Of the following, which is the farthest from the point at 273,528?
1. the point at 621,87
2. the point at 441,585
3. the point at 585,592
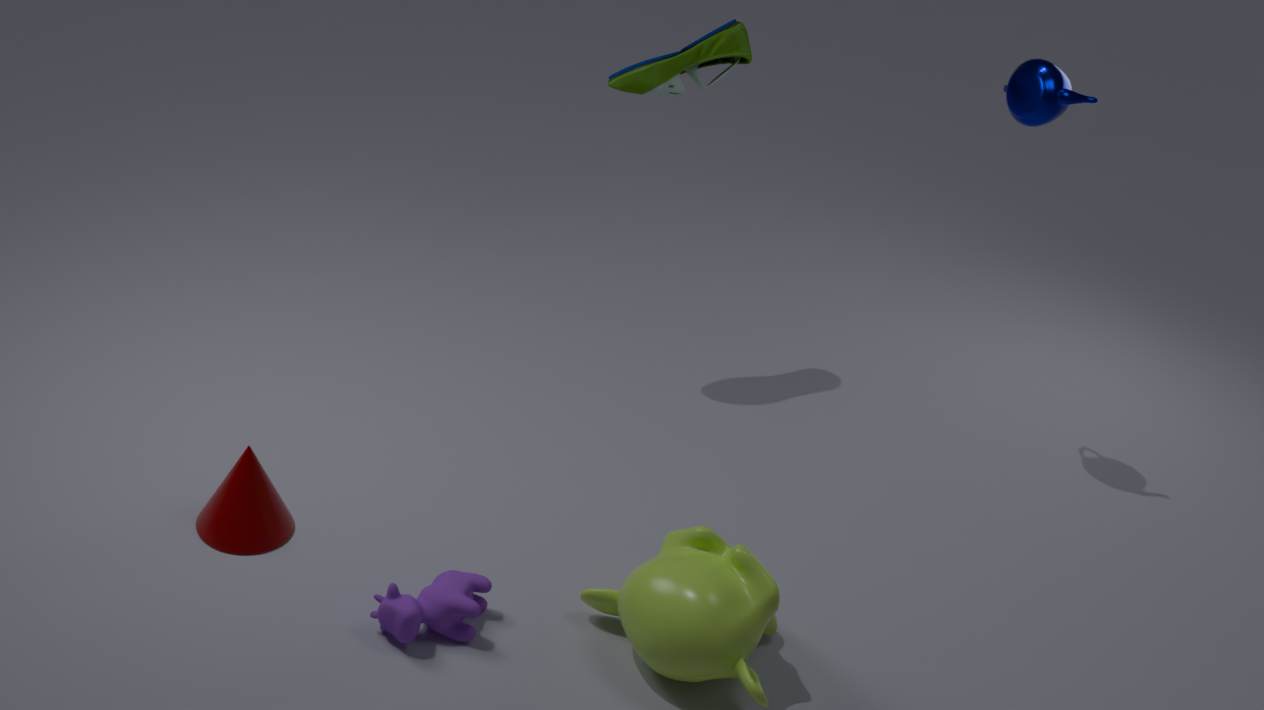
the point at 621,87
